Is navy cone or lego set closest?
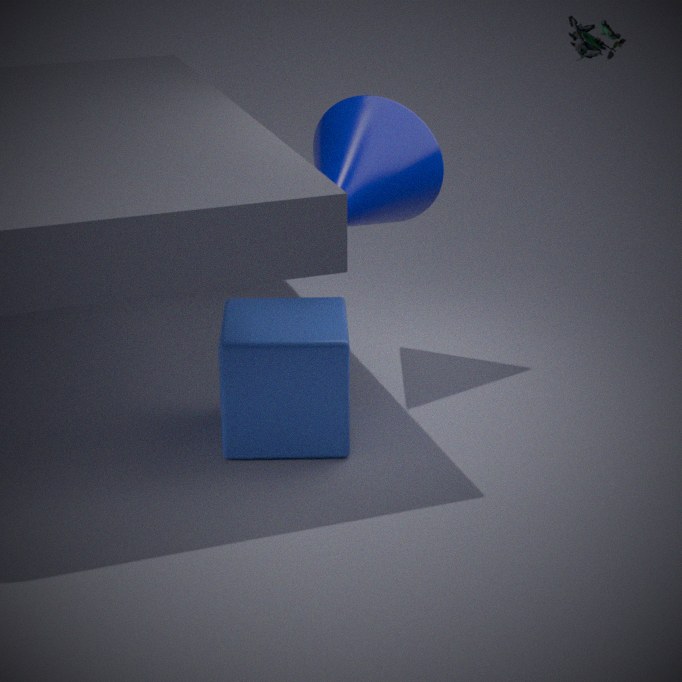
lego set
